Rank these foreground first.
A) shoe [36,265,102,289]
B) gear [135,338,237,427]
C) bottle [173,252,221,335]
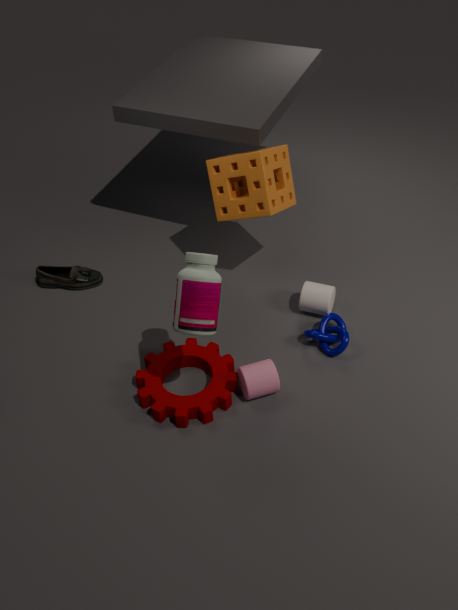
bottle [173,252,221,335]
gear [135,338,237,427]
shoe [36,265,102,289]
